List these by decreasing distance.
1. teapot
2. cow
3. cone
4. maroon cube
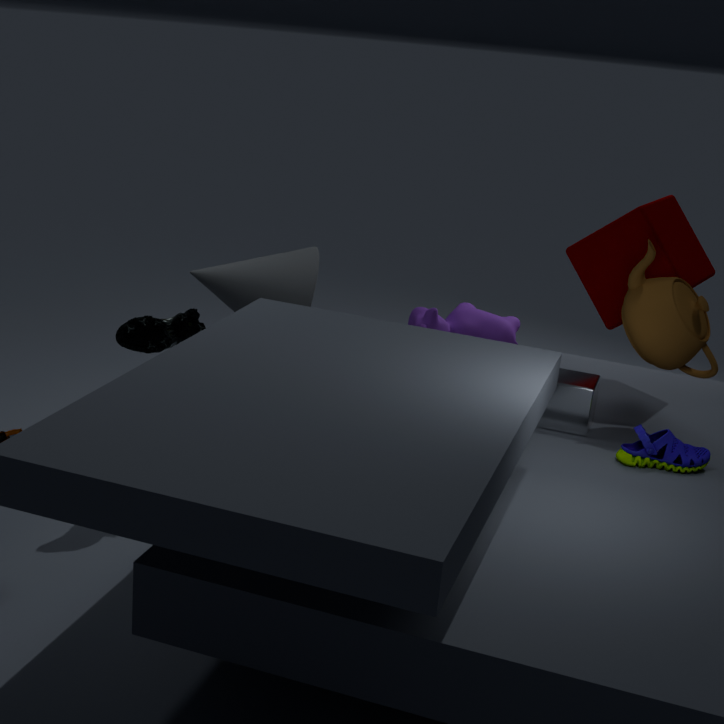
cow → maroon cube → cone → teapot
